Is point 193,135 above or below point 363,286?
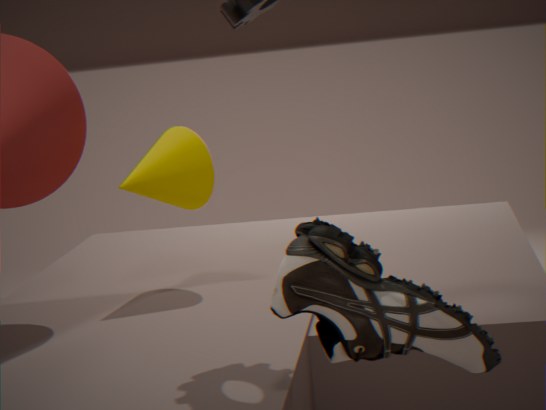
above
